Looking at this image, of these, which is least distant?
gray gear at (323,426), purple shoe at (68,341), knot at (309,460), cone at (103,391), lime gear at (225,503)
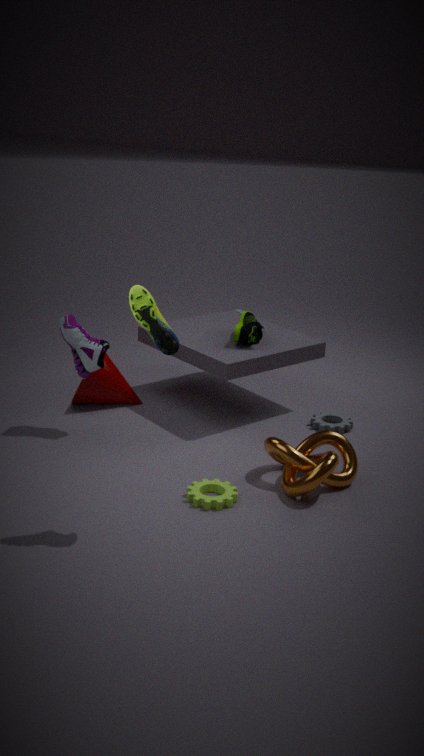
lime gear at (225,503)
